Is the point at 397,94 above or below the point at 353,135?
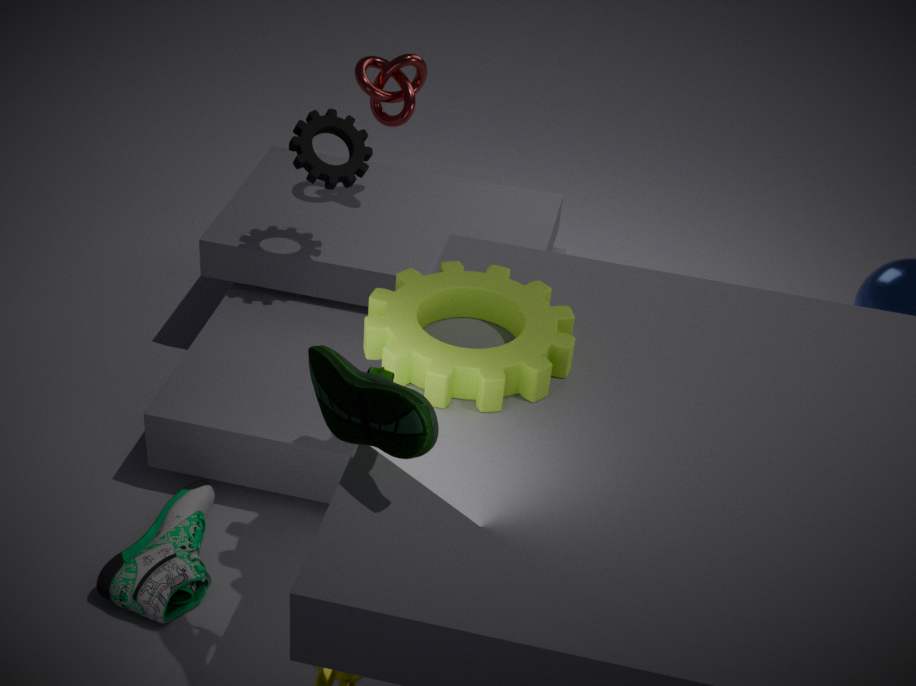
above
